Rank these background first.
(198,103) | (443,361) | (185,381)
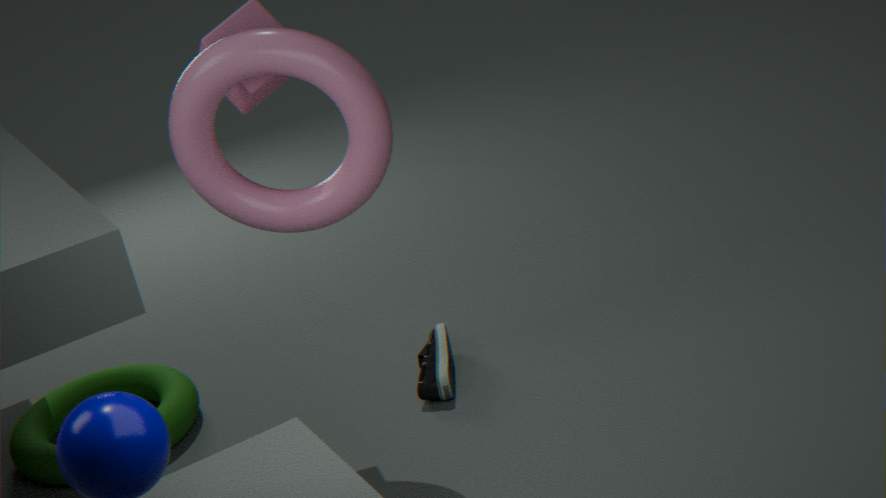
1. (185,381)
2. (443,361)
3. (198,103)
